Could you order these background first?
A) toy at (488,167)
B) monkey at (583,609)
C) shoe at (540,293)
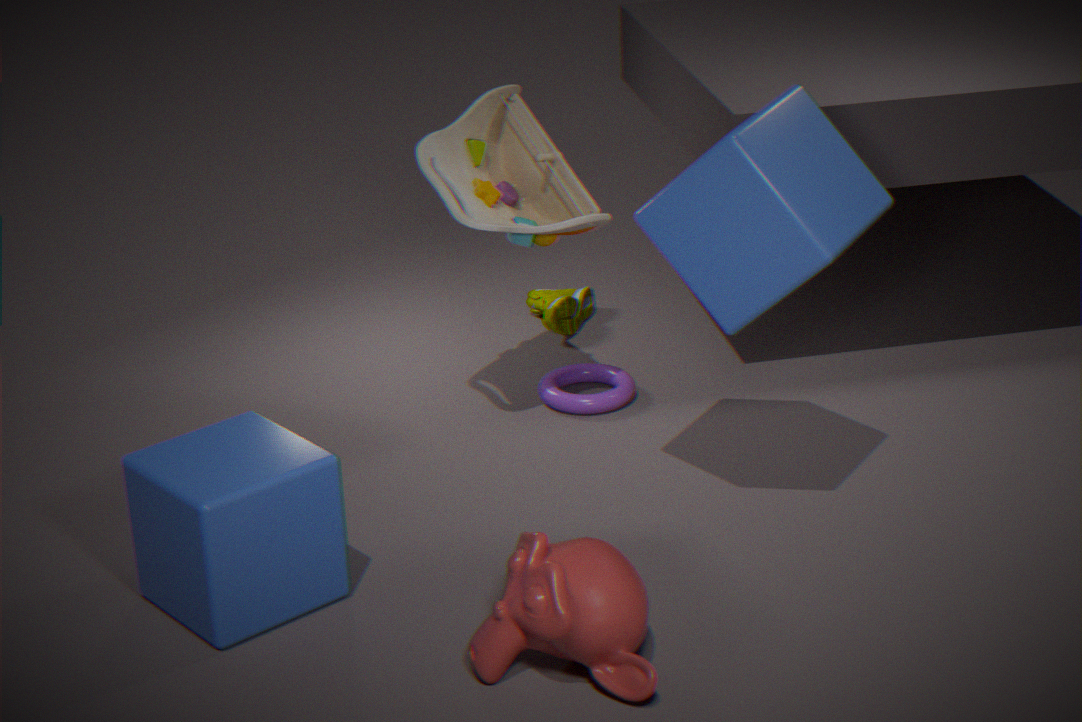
shoe at (540,293)
toy at (488,167)
monkey at (583,609)
